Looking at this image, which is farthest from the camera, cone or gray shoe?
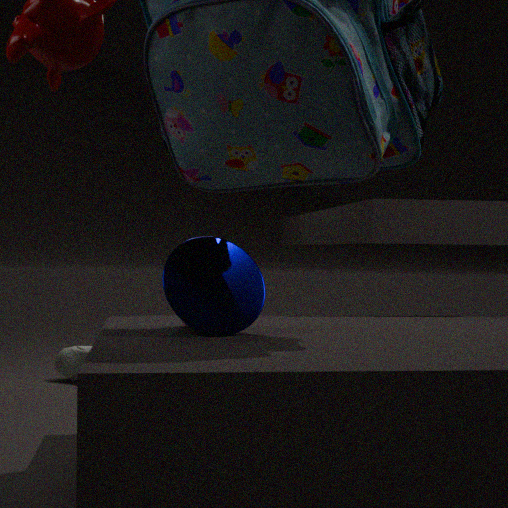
gray shoe
